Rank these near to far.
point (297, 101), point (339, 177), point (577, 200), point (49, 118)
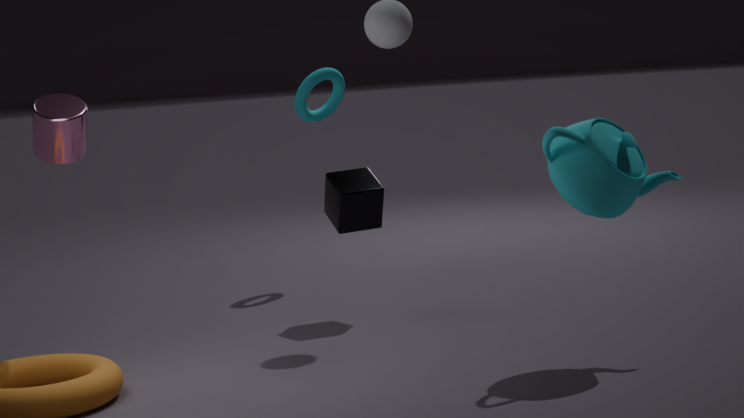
point (577, 200) → point (49, 118) → point (339, 177) → point (297, 101)
